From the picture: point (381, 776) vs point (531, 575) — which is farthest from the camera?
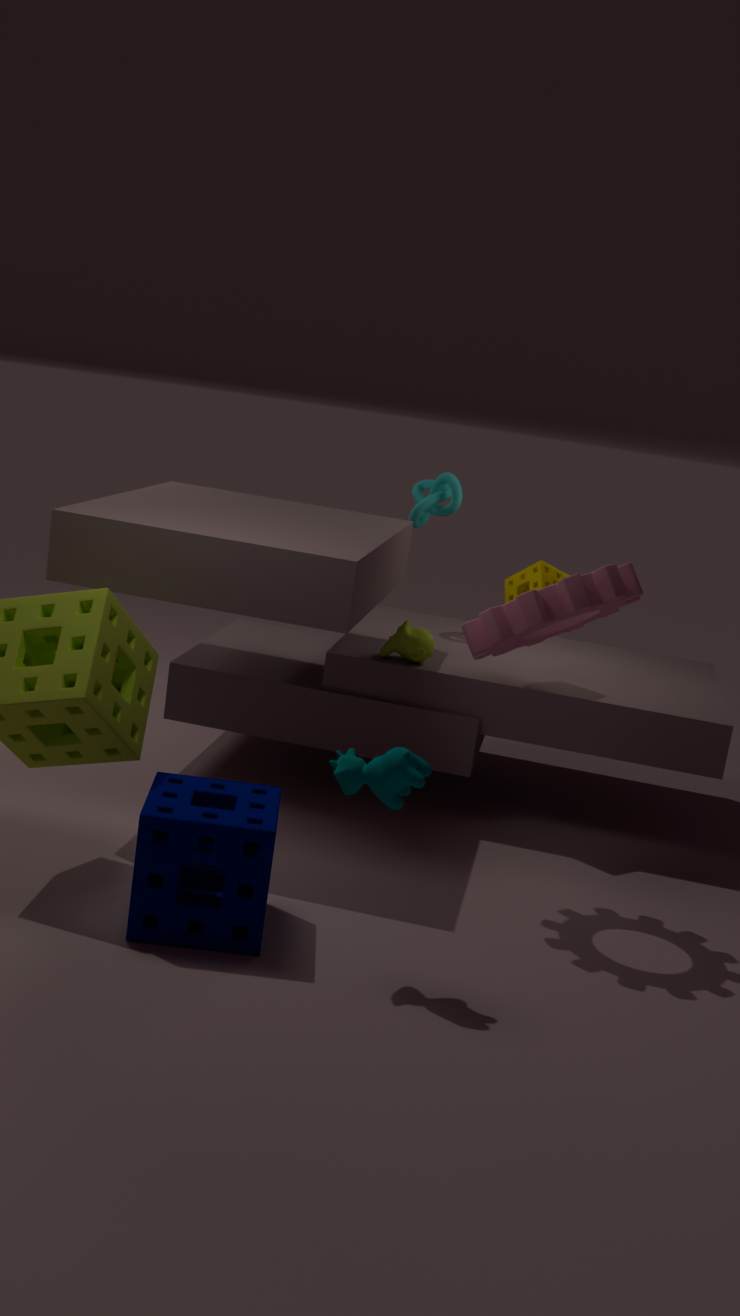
point (531, 575)
